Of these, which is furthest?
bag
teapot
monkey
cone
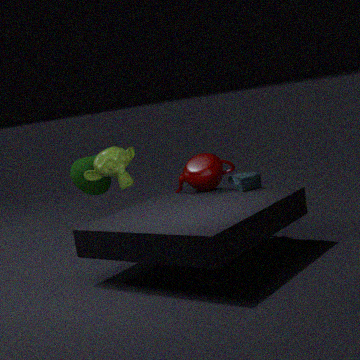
cone
